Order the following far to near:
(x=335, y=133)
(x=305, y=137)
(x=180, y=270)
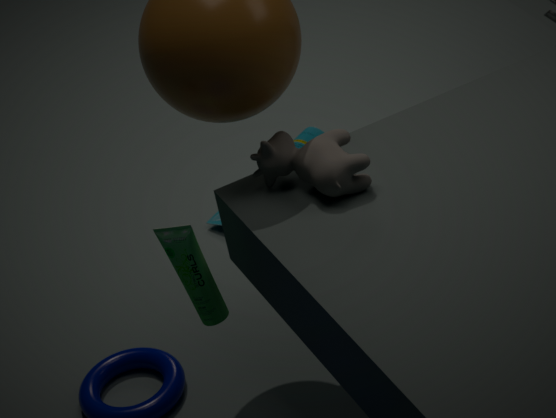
(x=305, y=137), (x=180, y=270), (x=335, y=133)
